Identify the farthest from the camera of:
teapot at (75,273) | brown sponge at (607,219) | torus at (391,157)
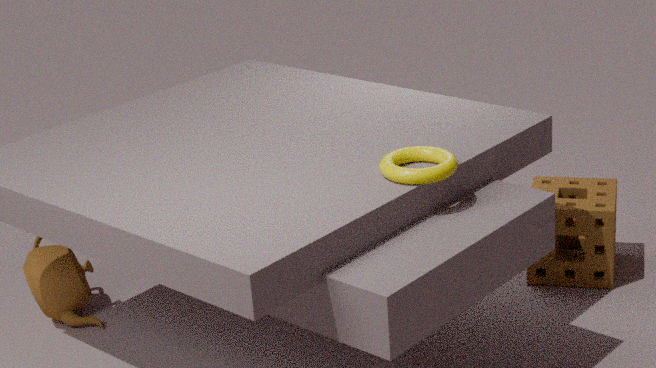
brown sponge at (607,219)
